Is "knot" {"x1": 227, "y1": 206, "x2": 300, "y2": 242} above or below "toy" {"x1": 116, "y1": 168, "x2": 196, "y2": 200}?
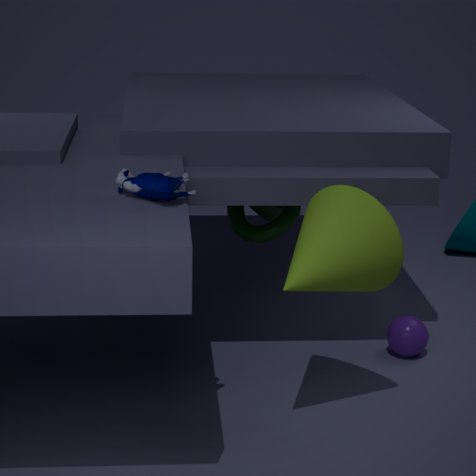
below
